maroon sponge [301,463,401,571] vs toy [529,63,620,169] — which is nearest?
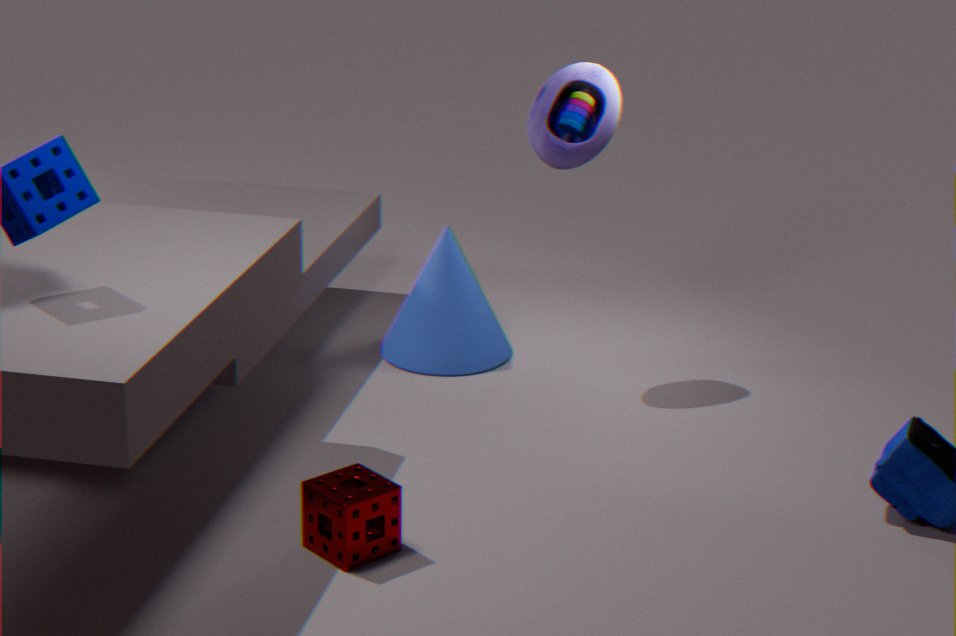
maroon sponge [301,463,401,571]
